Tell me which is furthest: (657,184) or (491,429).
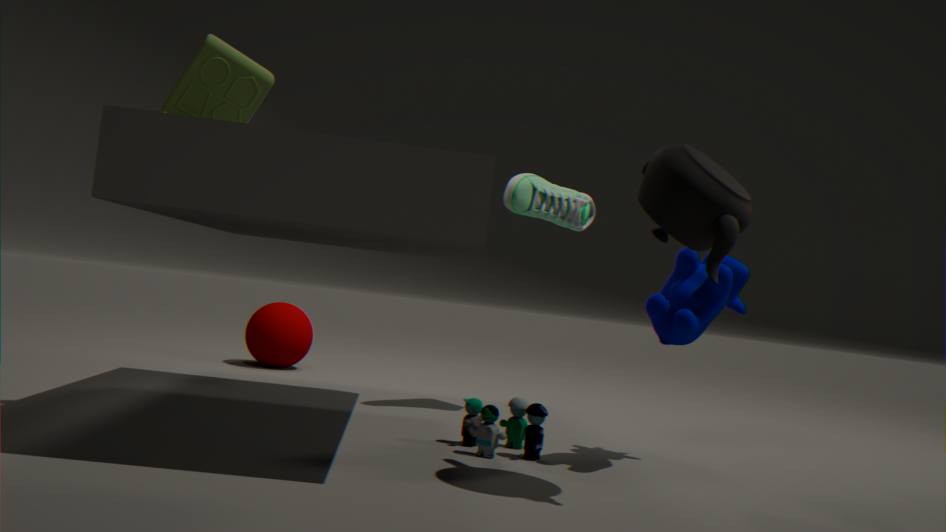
(491,429)
